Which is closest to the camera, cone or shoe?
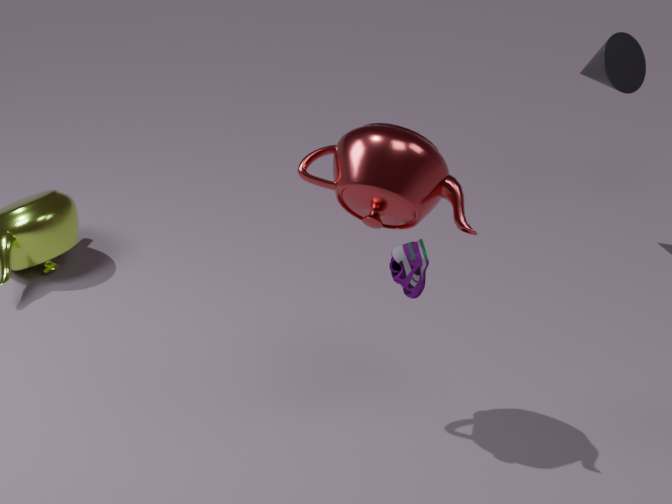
shoe
